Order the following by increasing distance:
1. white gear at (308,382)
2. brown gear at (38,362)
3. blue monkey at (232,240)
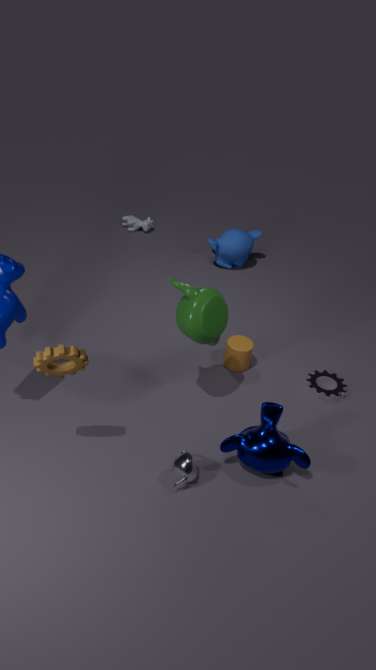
brown gear at (38,362) → white gear at (308,382) → blue monkey at (232,240)
